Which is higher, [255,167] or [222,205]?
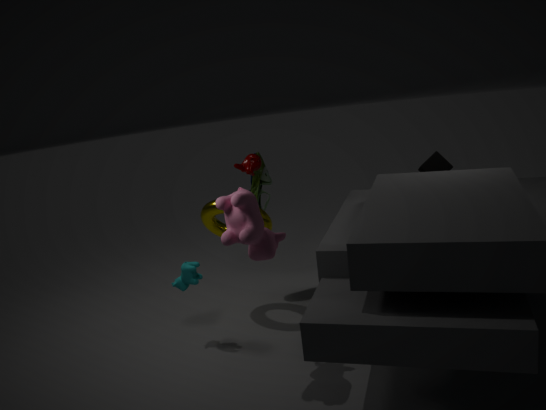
[255,167]
